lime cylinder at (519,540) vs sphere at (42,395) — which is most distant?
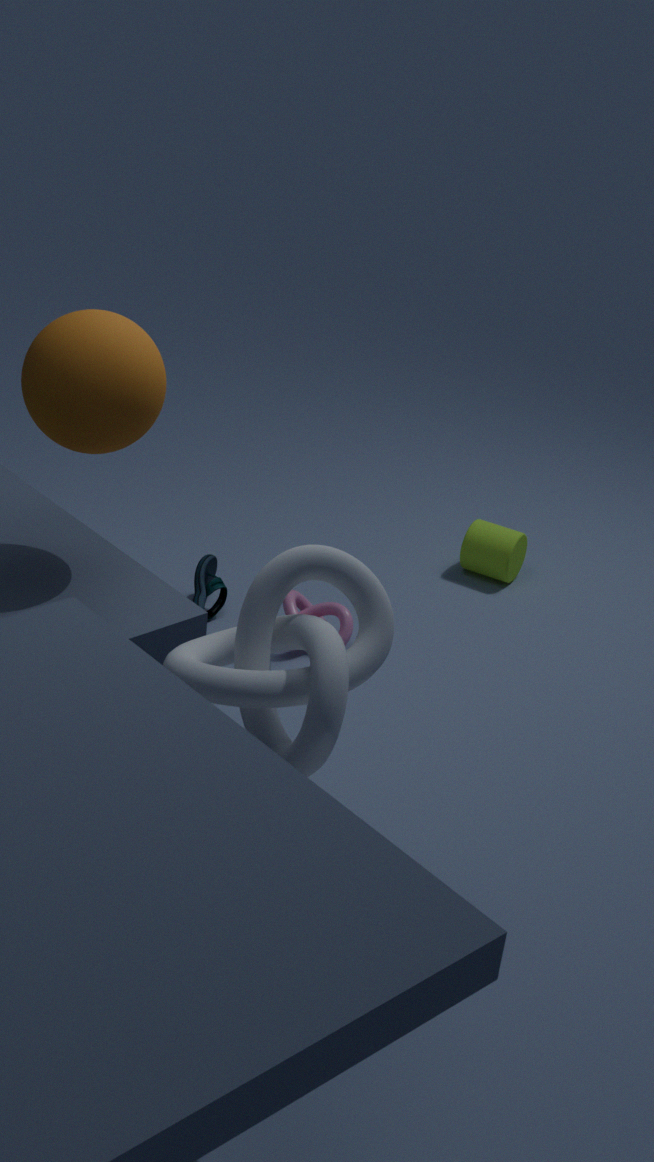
lime cylinder at (519,540)
